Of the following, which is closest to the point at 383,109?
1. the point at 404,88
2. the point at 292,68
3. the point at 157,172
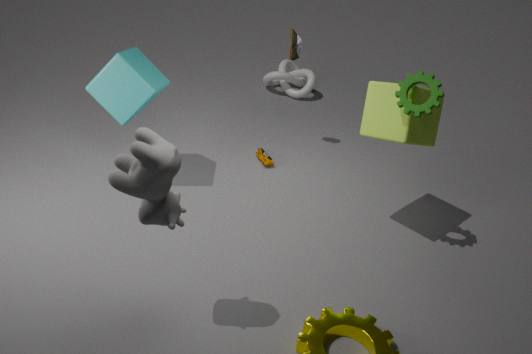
the point at 404,88
